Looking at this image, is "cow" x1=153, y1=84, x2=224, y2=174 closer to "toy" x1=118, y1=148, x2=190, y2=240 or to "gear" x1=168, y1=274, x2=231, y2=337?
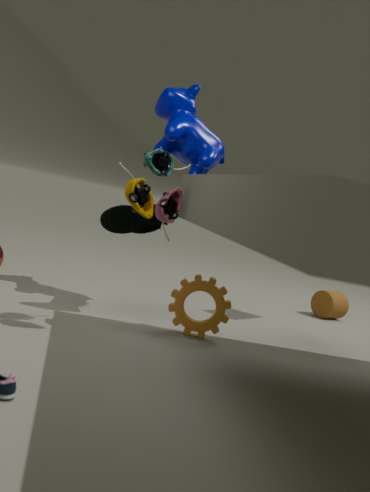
"toy" x1=118, y1=148, x2=190, y2=240
